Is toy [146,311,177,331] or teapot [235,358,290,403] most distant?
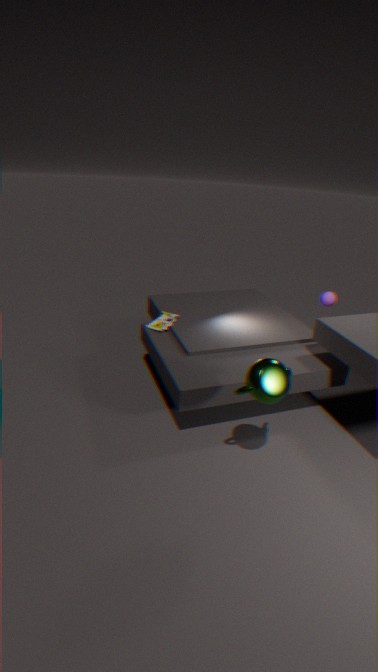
toy [146,311,177,331]
